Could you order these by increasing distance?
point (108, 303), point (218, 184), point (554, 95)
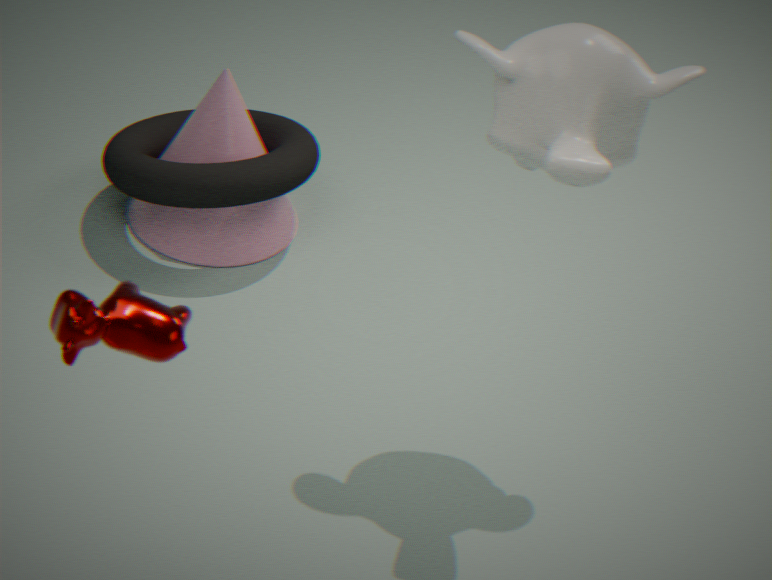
point (108, 303)
point (554, 95)
point (218, 184)
